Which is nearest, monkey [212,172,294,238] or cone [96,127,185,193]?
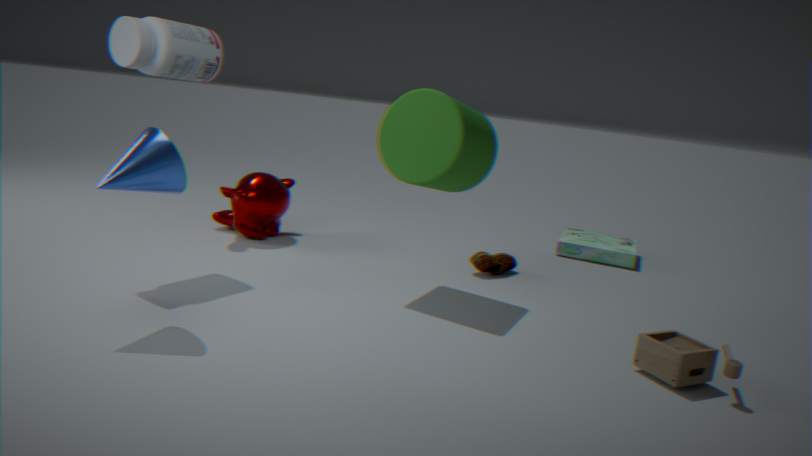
cone [96,127,185,193]
